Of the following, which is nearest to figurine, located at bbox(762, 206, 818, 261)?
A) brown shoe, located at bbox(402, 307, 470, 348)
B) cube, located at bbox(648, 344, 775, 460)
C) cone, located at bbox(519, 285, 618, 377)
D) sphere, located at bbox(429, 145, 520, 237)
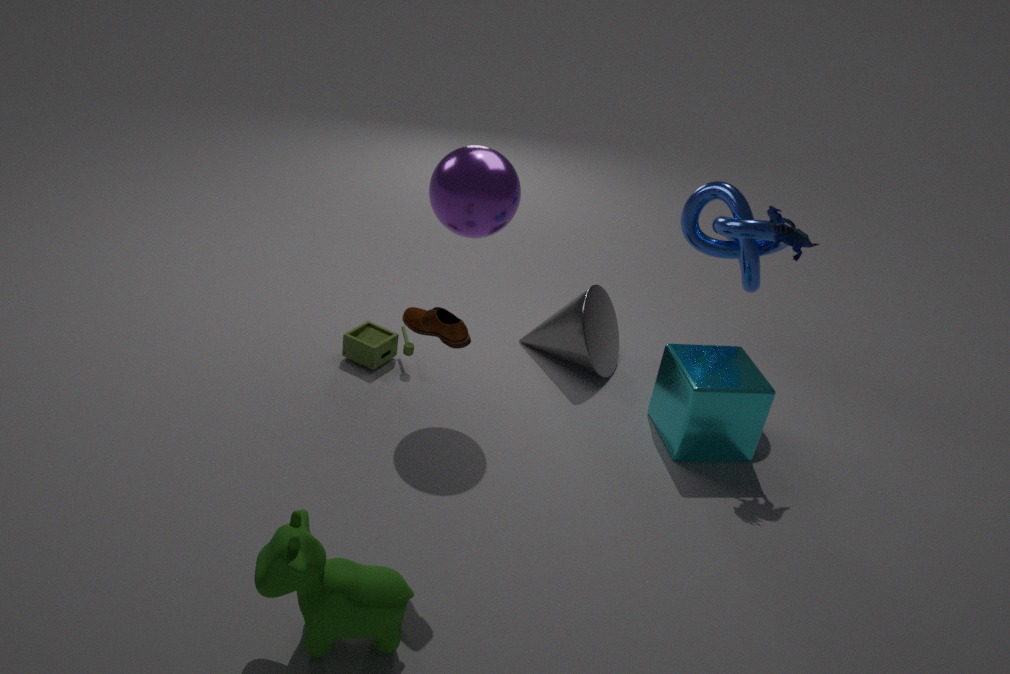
cube, located at bbox(648, 344, 775, 460)
